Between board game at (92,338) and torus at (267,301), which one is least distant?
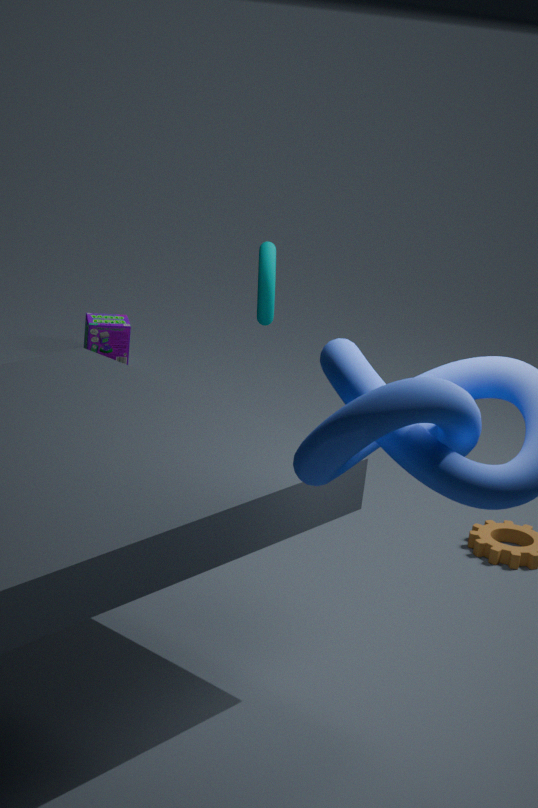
torus at (267,301)
